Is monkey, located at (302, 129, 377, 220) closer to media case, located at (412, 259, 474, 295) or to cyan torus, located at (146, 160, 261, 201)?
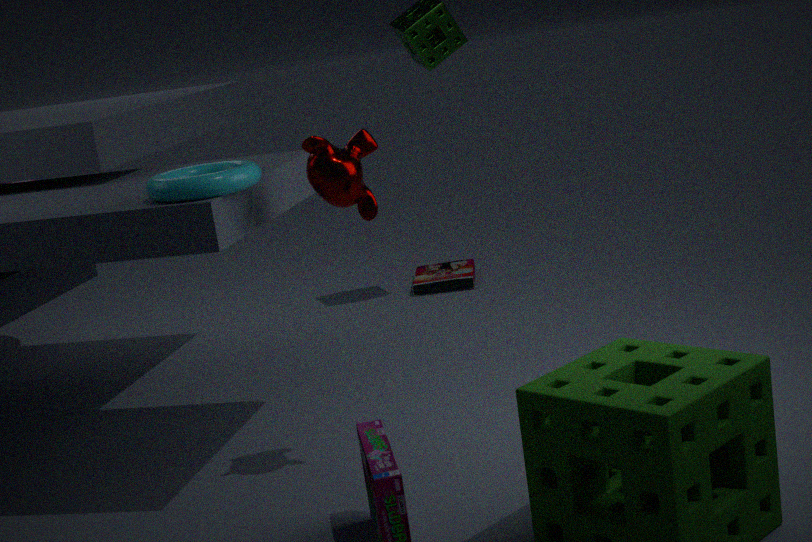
cyan torus, located at (146, 160, 261, 201)
